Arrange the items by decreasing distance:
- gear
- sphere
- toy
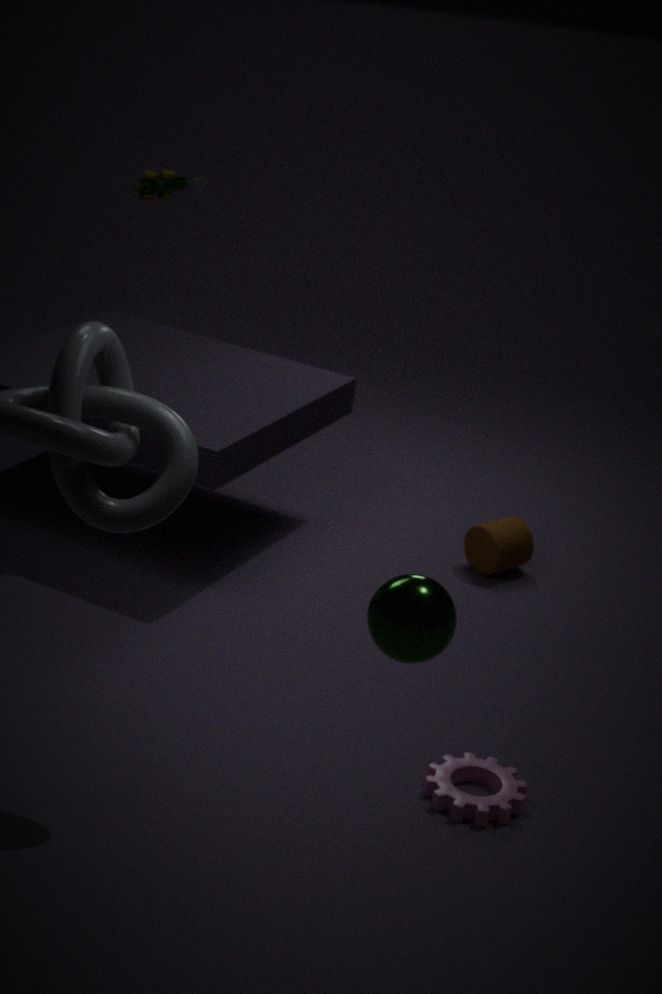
toy
gear
sphere
